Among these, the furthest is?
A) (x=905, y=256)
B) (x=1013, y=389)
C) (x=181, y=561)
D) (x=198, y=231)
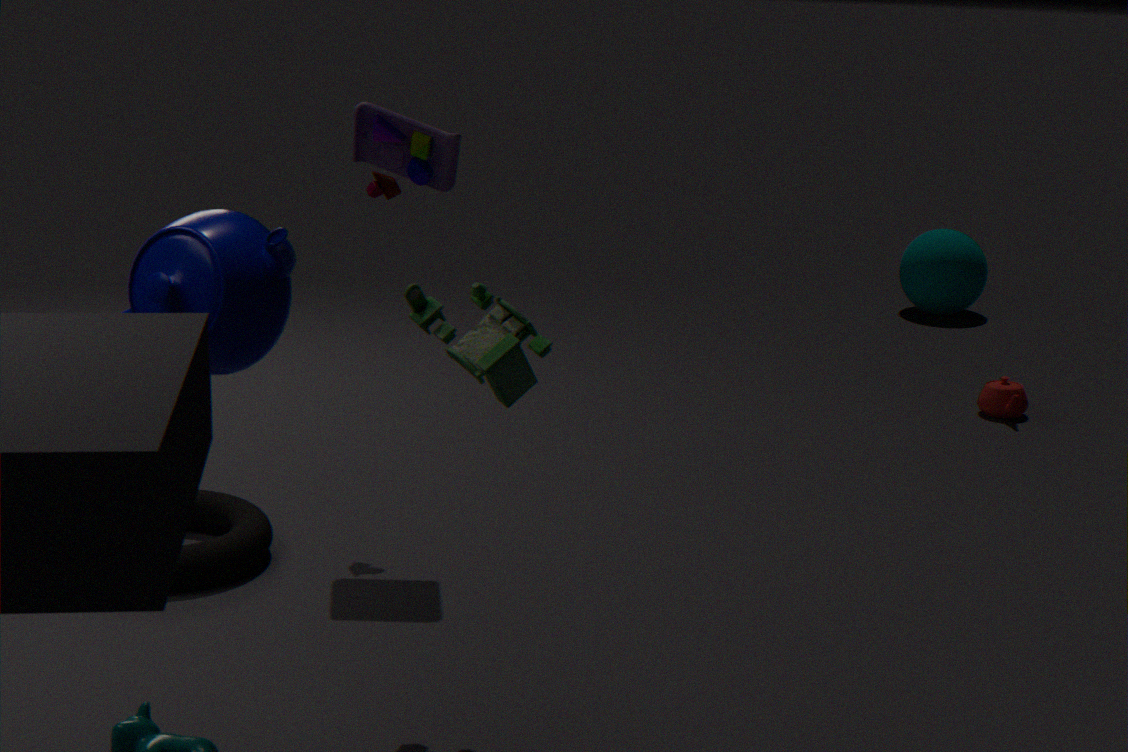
(x=905, y=256)
